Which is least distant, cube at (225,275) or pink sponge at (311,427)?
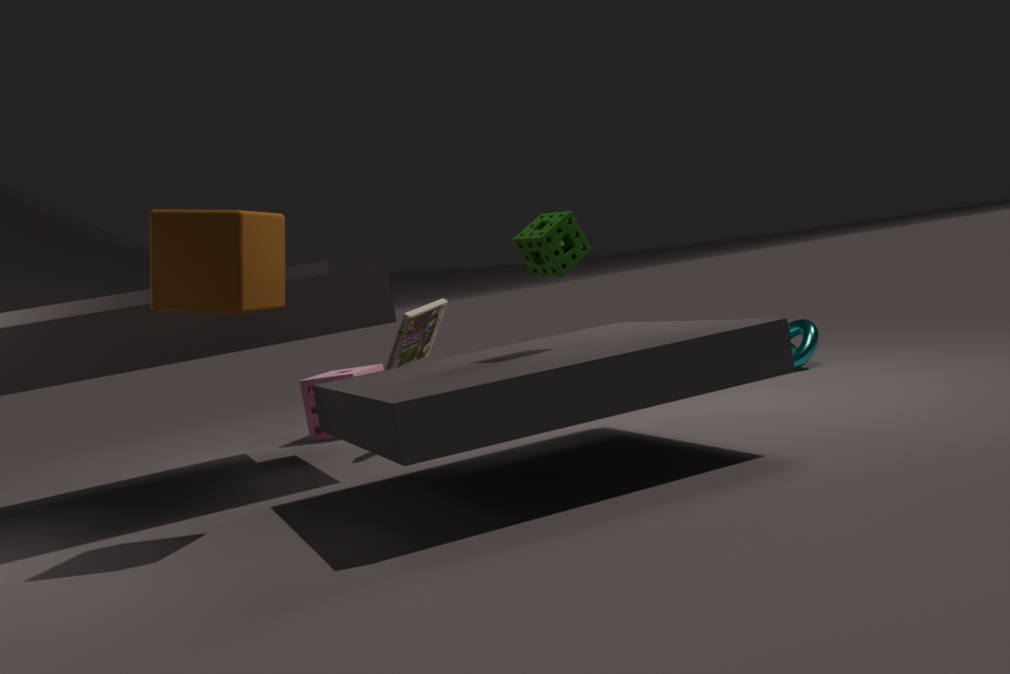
cube at (225,275)
